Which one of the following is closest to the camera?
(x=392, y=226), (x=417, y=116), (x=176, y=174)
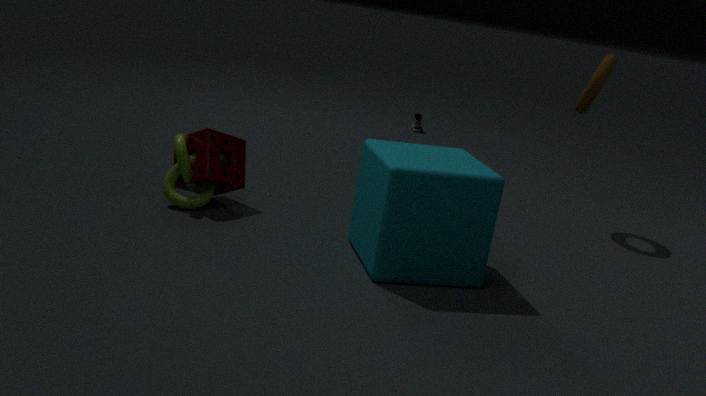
(x=392, y=226)
